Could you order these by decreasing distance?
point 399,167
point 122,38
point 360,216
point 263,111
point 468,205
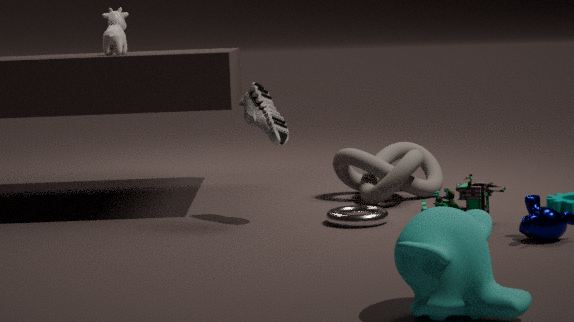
point 122,38 → point 399,167 → point 263,111 → point 360,216 → point 468,205
